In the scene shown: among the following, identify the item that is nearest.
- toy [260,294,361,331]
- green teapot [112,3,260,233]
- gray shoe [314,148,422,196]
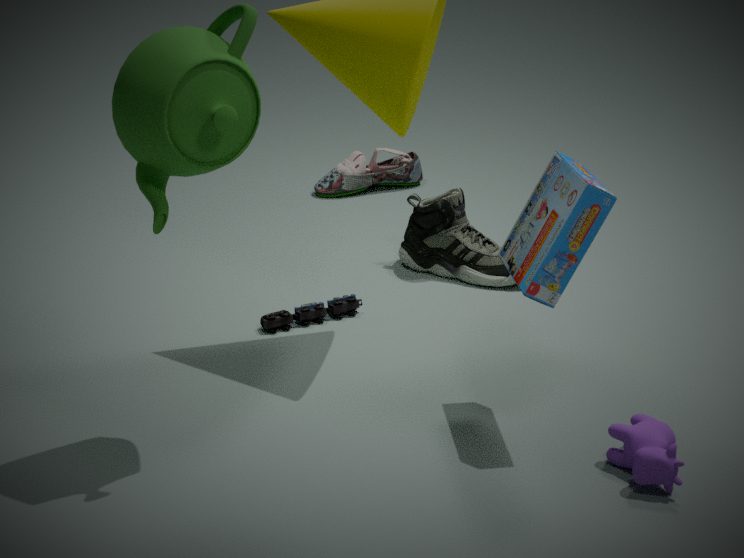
green teapot [112,3,260,233]
